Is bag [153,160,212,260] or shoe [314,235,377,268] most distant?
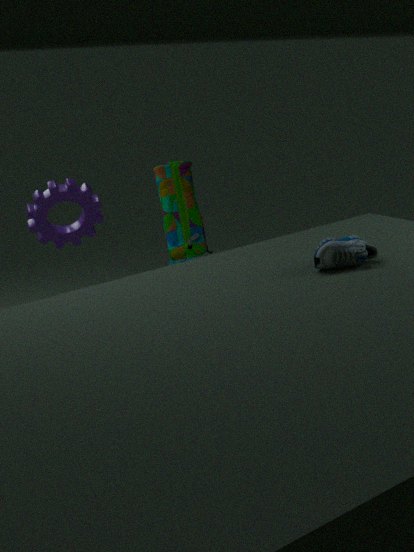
bag [153,160,212,260]
